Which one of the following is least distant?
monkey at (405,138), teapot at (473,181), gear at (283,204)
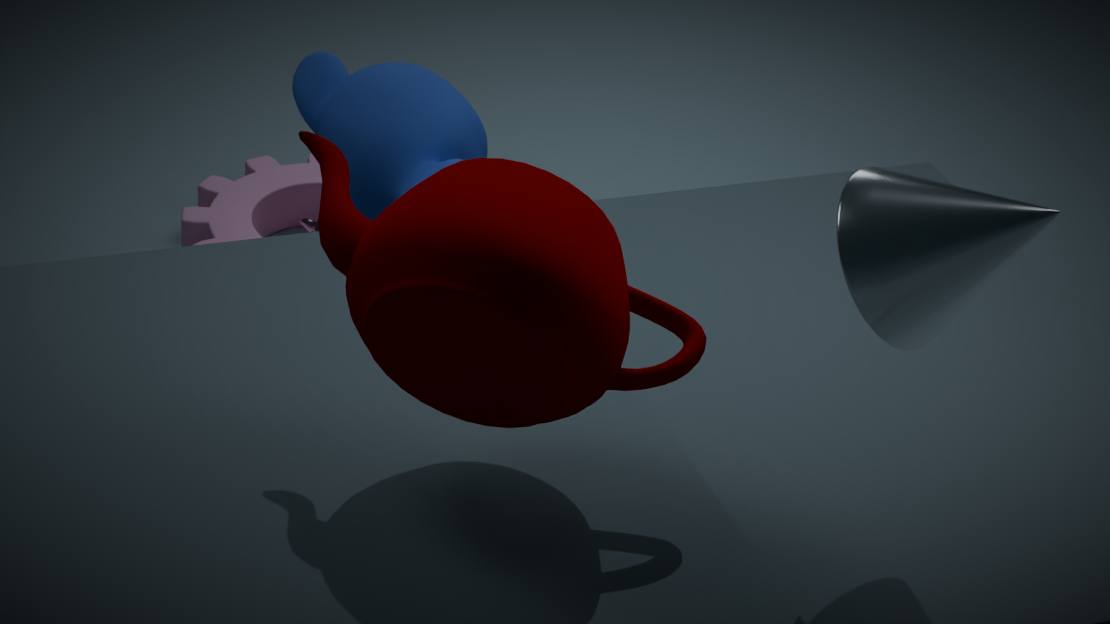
teapot at (473,181)
